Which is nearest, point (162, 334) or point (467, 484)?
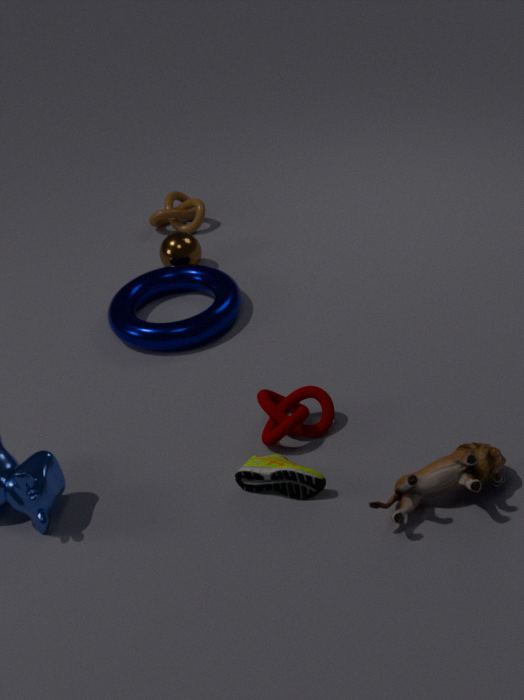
point (467, 484)
